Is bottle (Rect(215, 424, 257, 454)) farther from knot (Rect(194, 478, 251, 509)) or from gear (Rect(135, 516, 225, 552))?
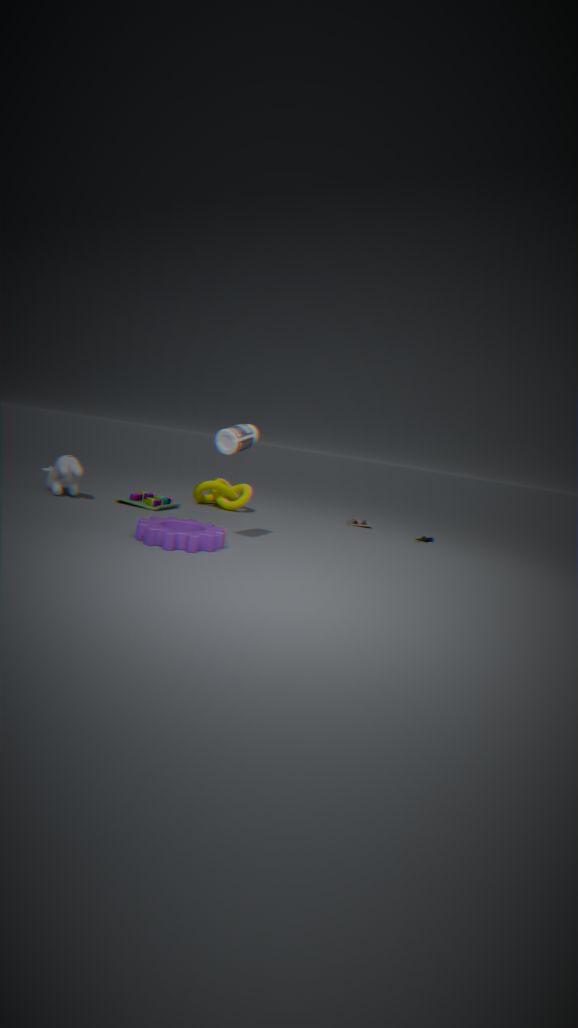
knot (Rect(194, 478, 251, 509))
